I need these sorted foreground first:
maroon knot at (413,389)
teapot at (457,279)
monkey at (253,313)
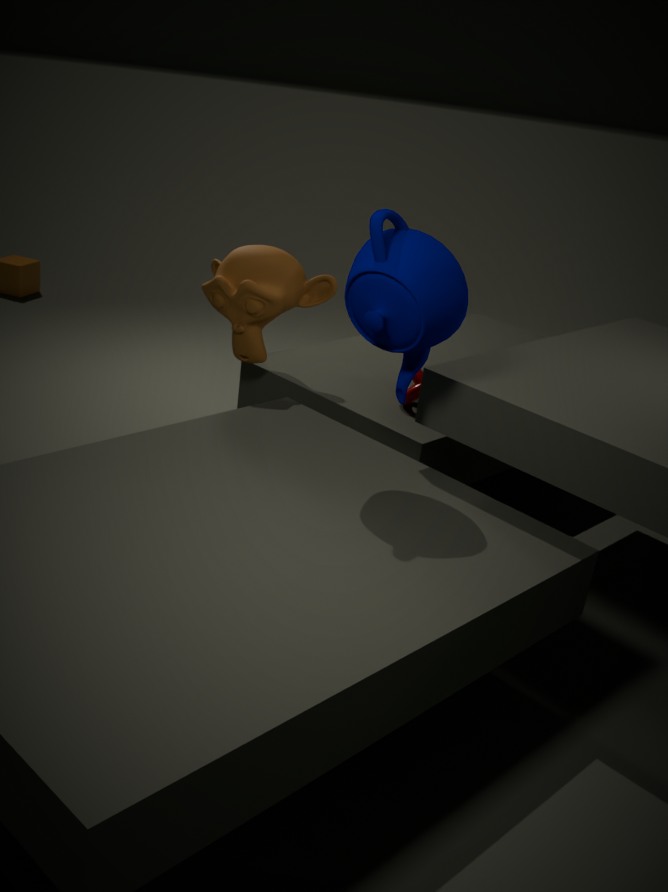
teapot at (457,279), monkey at (253,313), maroon knot at (413,389)
